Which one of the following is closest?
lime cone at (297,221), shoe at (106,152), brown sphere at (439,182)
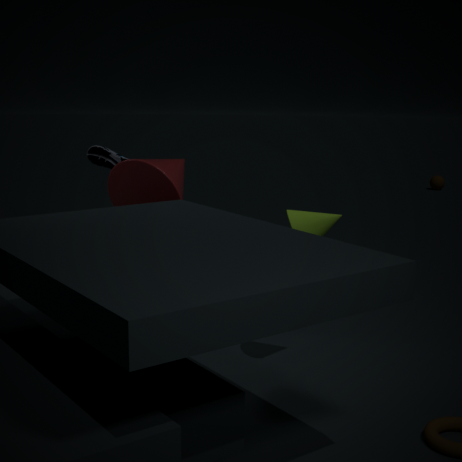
lime cone at (297,221)
